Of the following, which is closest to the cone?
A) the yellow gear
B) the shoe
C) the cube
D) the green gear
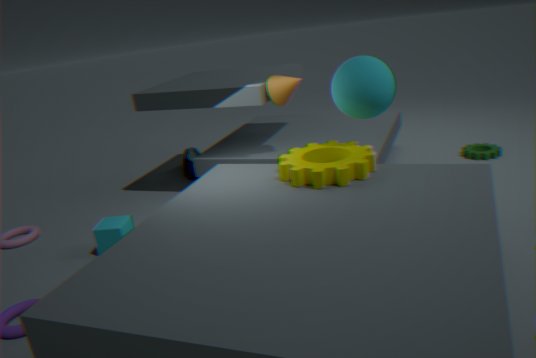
the yellow gear
